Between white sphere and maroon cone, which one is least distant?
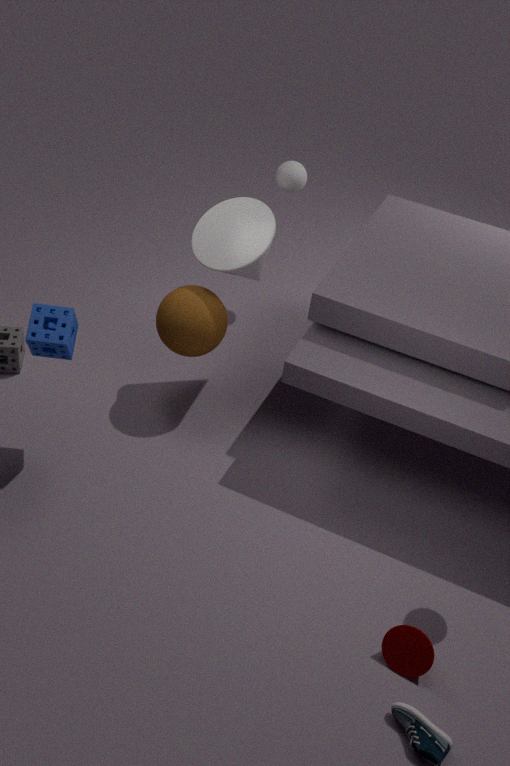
maroon cone
